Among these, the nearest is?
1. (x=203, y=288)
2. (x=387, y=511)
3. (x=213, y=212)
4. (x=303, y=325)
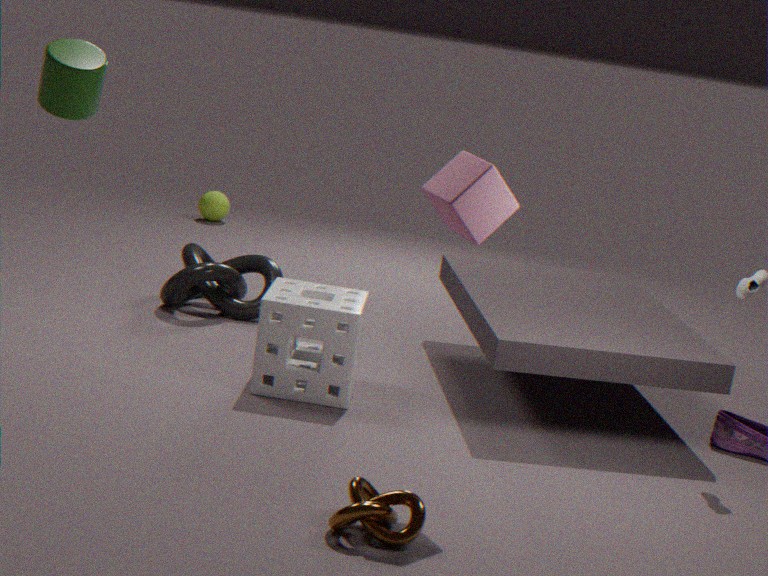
(x=387, y=511)
